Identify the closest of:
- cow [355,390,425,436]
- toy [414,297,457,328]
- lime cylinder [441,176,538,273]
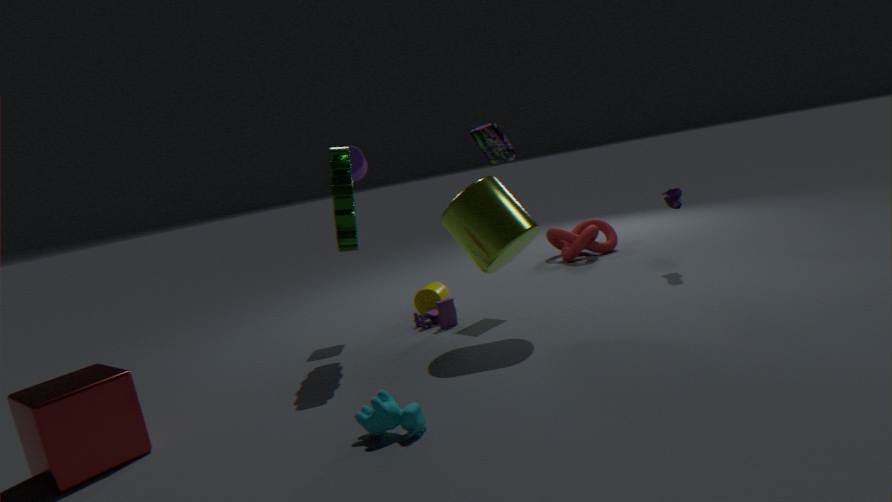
cow [355,390,425,436]
